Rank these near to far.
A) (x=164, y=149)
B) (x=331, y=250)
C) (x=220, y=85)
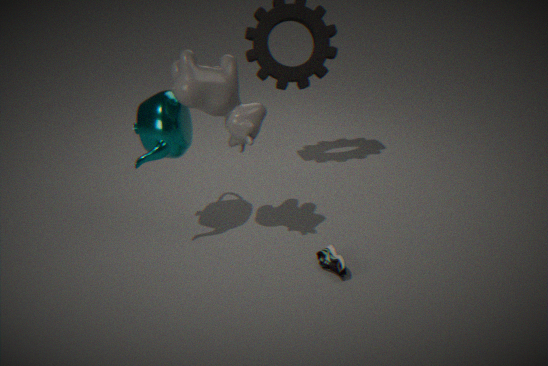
(x=220, y=85) → (x=164, y=149) → (x=331, y=250)
